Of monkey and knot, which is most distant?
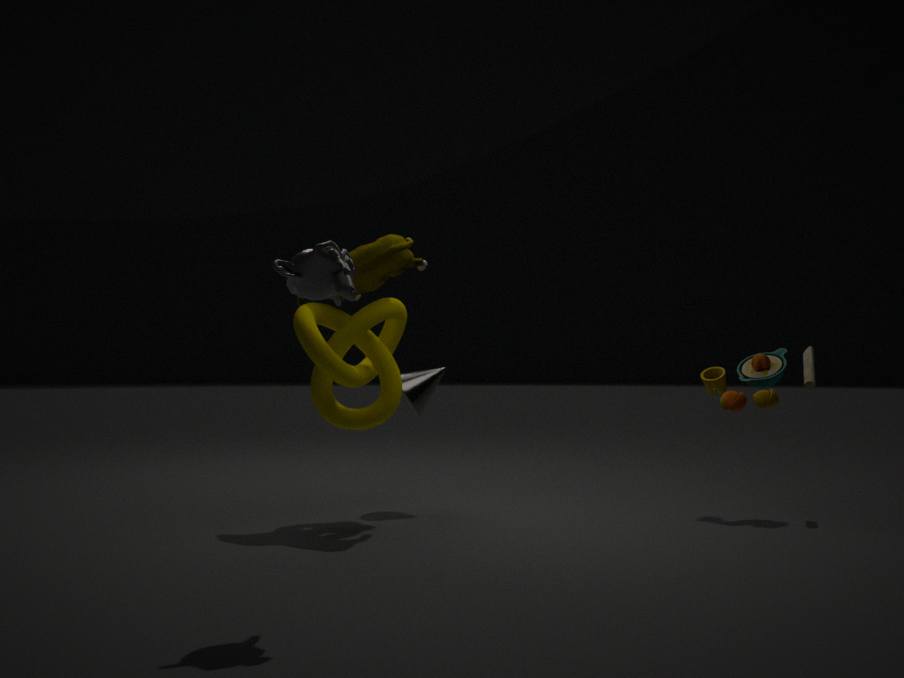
knot
